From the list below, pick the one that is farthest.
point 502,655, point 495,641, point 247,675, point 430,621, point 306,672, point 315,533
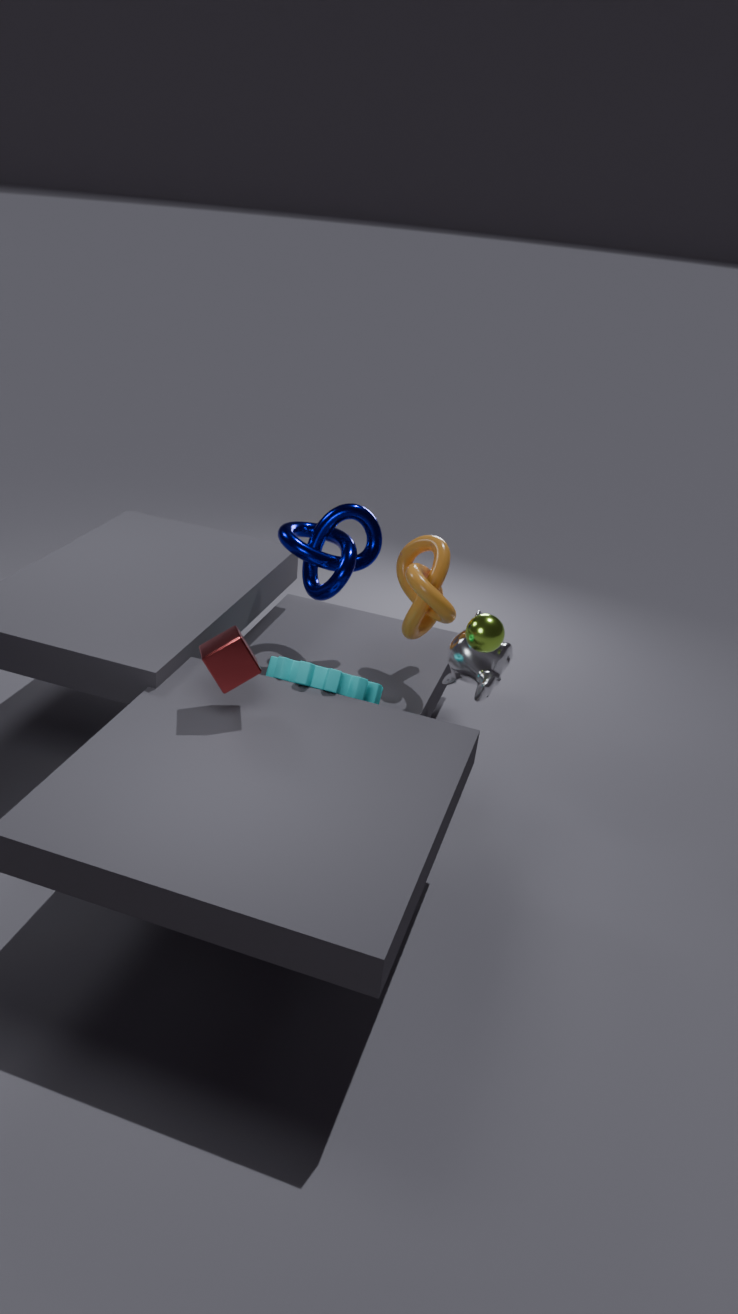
point 430,621
